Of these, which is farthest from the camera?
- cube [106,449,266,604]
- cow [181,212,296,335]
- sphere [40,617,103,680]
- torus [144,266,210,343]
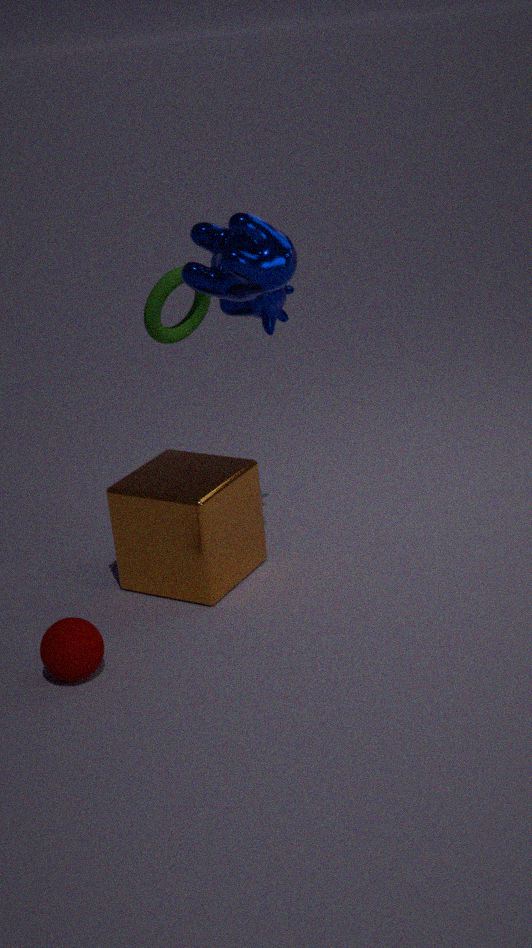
torus [144,266,210,343]
